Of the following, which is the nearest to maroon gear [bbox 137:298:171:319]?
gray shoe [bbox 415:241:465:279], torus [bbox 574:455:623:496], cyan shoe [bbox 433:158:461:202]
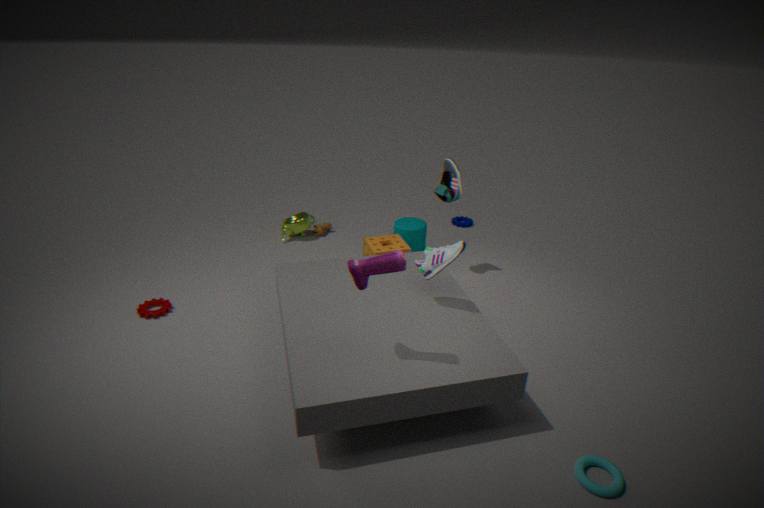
gray shoe [bbox 415:241:465:279]
